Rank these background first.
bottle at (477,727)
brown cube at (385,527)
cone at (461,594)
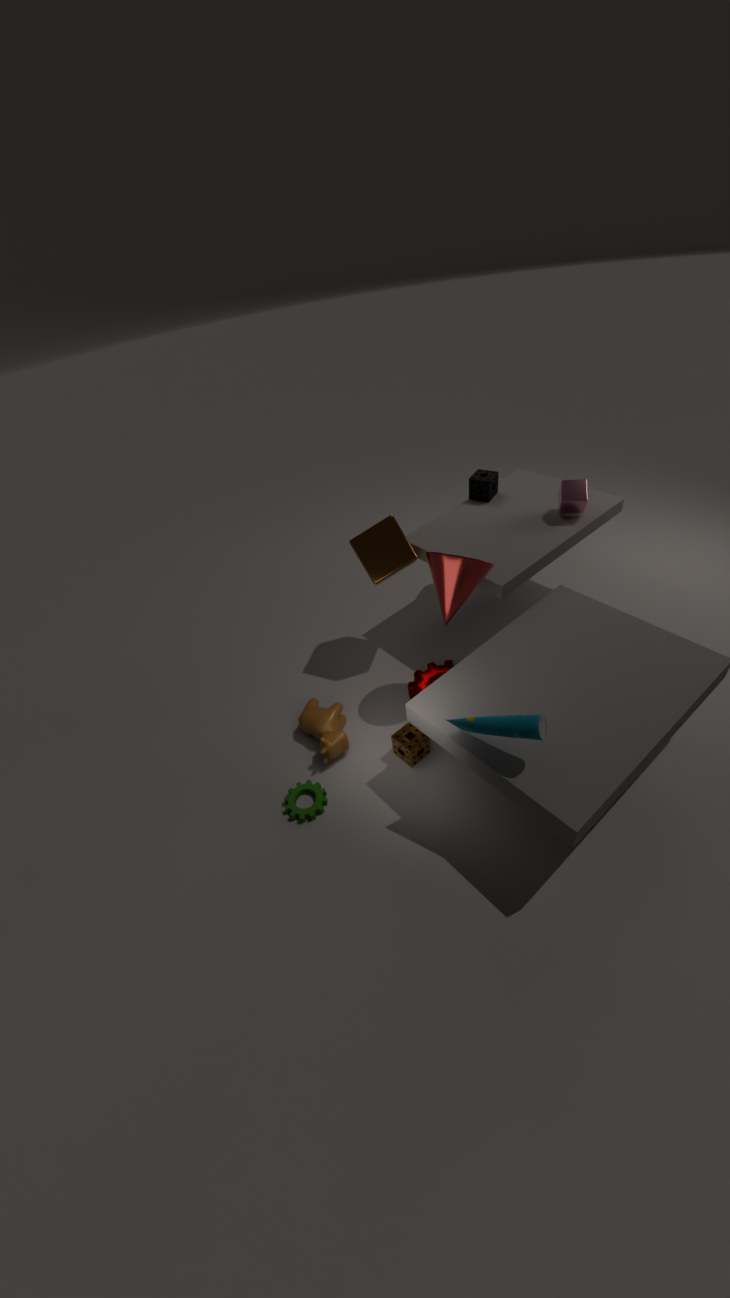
1. brown cube at (385,527)
2. cone at (461,594)
3. bottle at (477,727)
